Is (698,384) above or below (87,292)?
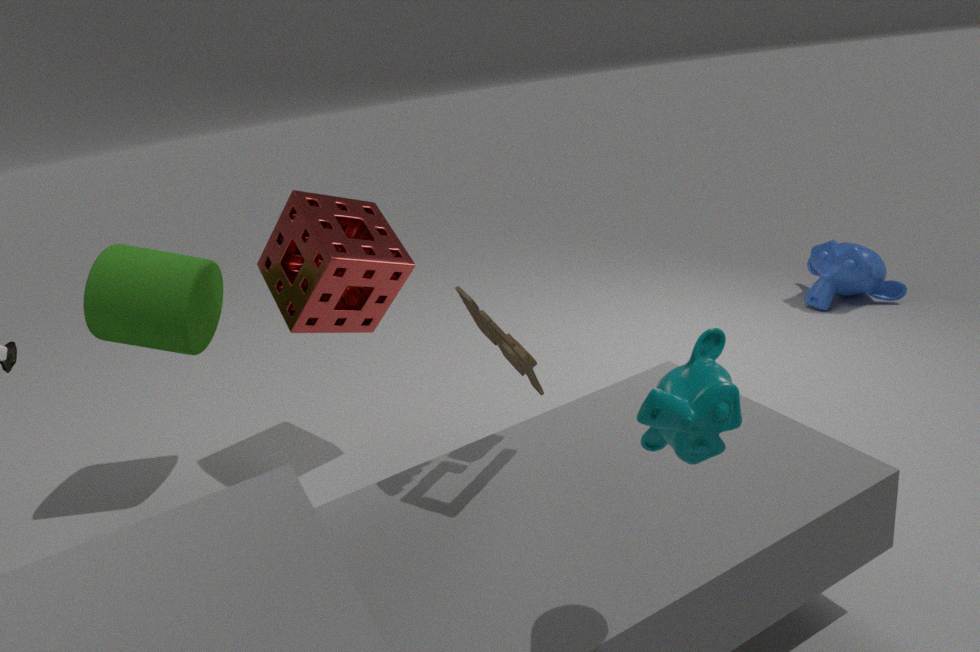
above
